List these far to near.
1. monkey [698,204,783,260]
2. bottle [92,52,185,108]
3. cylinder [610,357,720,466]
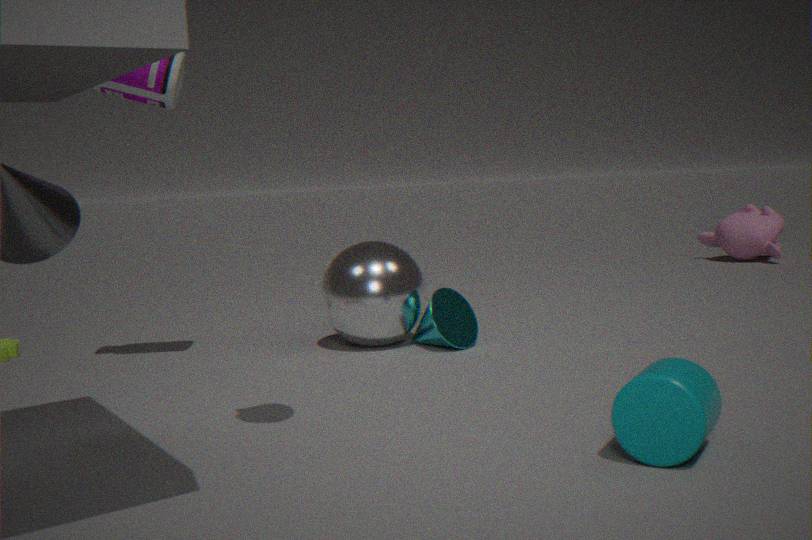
monkey [698,204,783,260]
bottle [92,52,185,108]
cylinder [610,357,720,466]
